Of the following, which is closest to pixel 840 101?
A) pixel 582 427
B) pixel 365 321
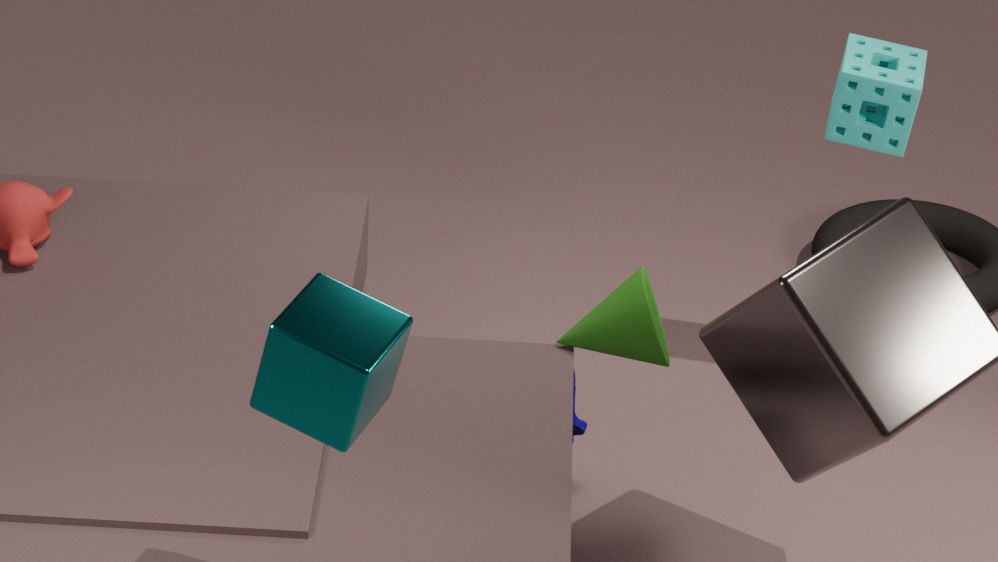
pixel 582 427
